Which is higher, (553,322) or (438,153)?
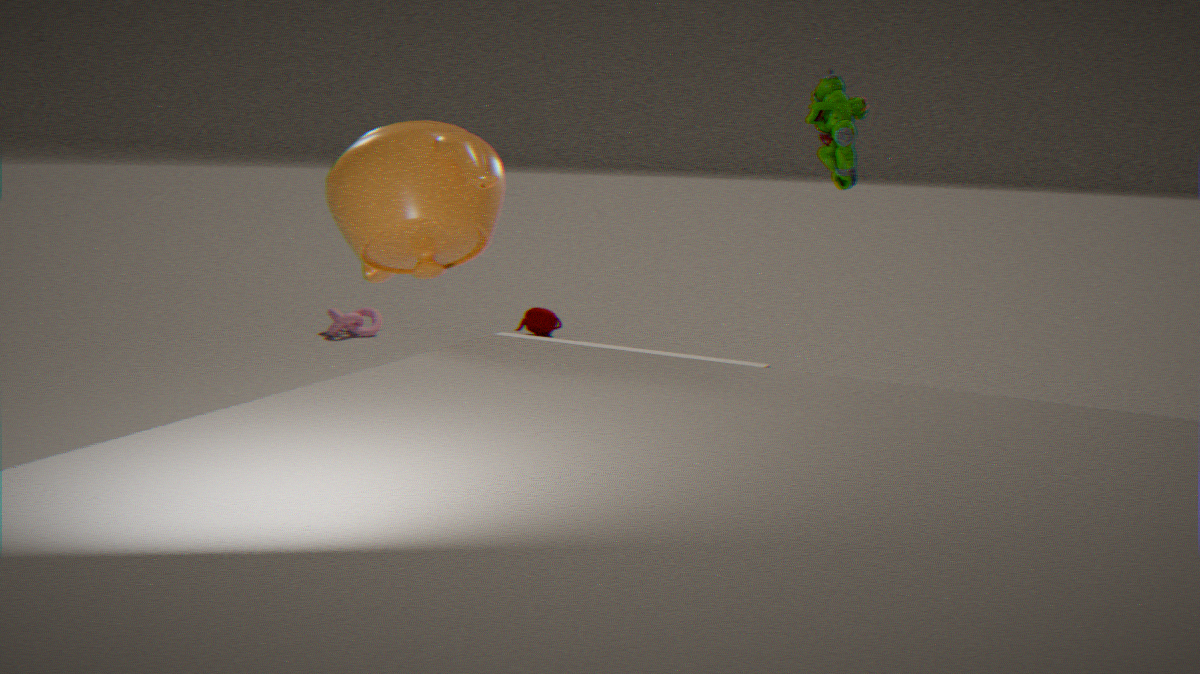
(438,153)
